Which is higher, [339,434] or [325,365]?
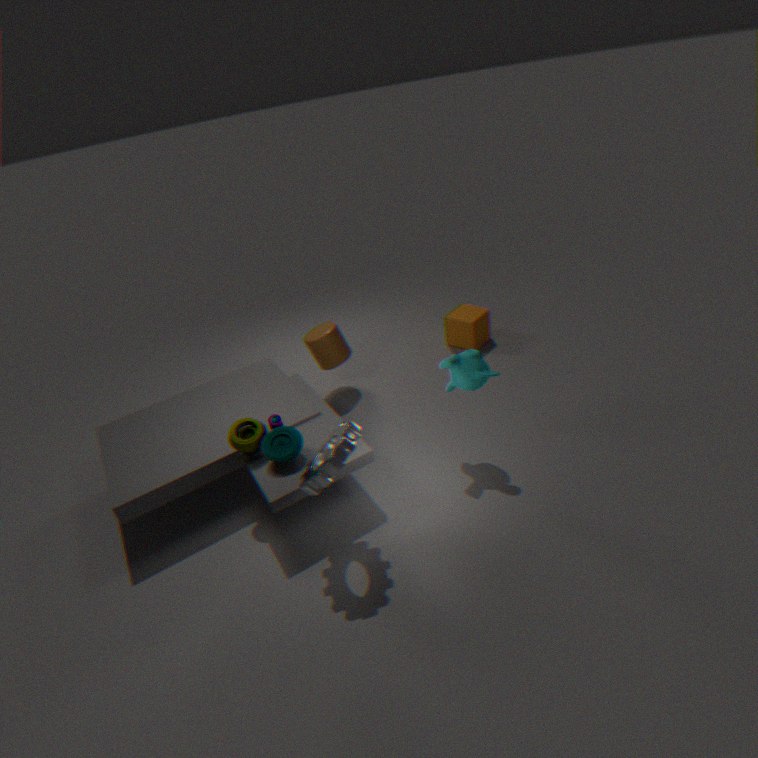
[339,434]
